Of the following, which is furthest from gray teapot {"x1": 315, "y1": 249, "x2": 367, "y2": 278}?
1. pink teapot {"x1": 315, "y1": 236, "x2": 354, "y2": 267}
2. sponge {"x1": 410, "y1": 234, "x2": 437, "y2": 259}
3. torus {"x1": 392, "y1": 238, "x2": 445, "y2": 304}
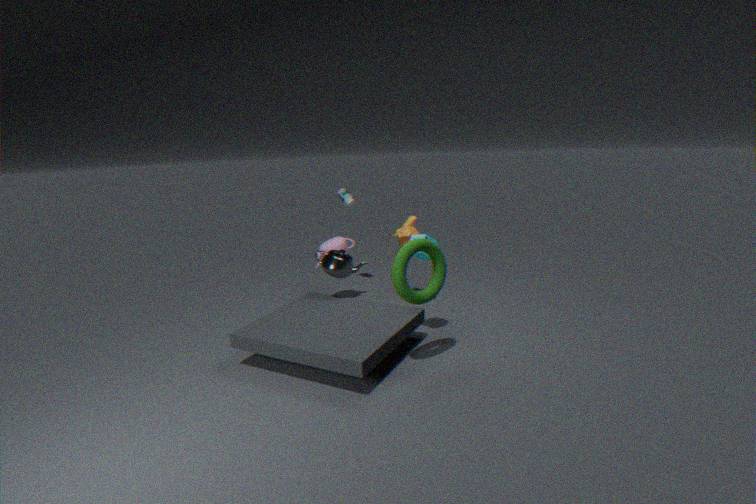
torus {"x1": 392, "y1": 238, "x2": 445, "y2": 304}
